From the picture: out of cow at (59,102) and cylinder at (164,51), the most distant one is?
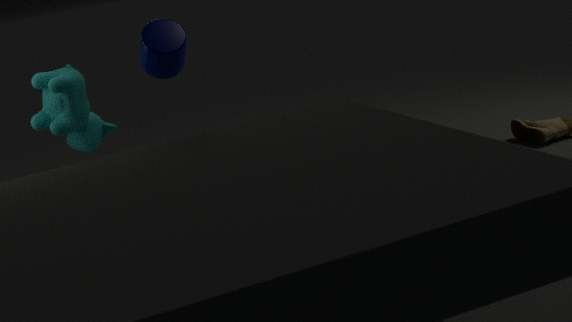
cow at (59,102)
